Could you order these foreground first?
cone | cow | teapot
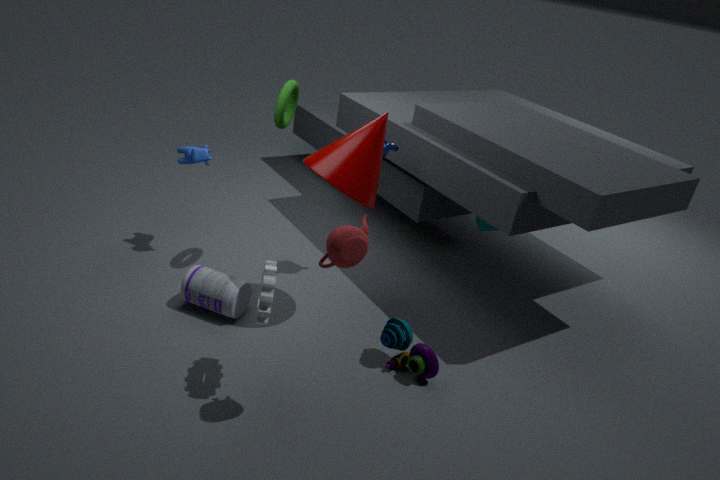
teapot → cone → cow
